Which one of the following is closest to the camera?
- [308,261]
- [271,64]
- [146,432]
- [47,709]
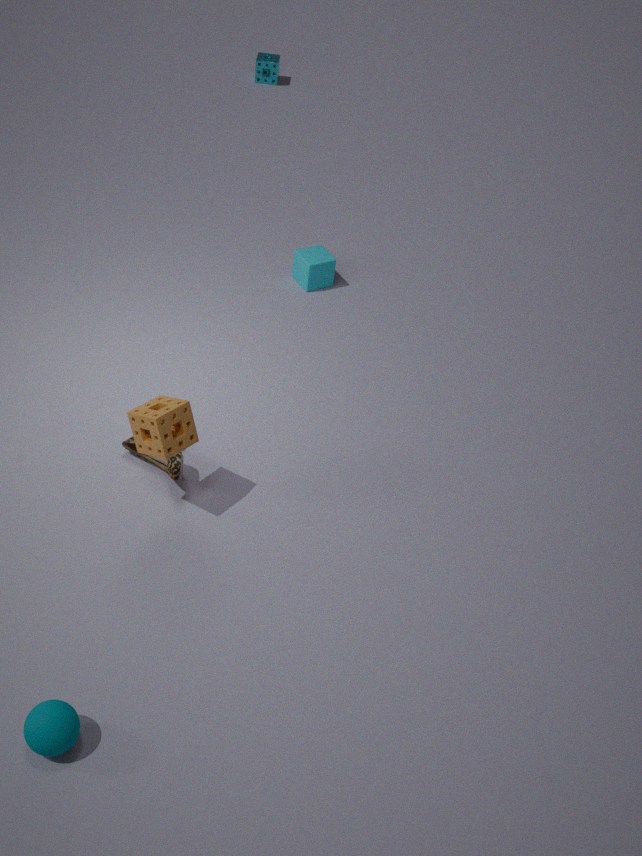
[47,709]
